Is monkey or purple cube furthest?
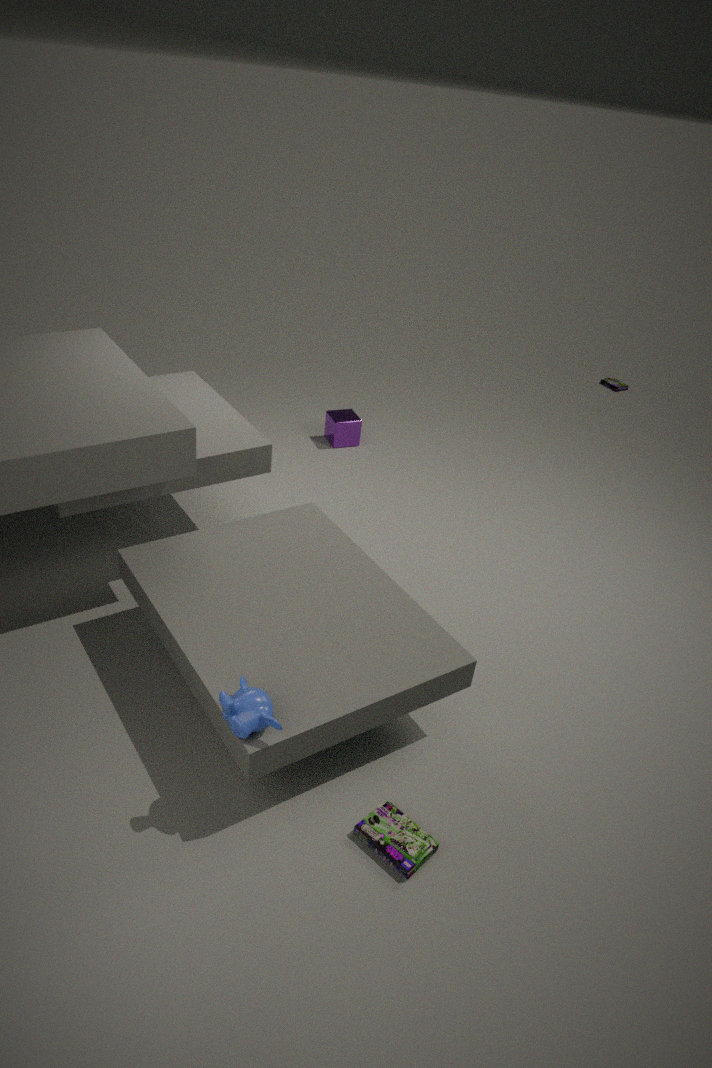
purple cube
